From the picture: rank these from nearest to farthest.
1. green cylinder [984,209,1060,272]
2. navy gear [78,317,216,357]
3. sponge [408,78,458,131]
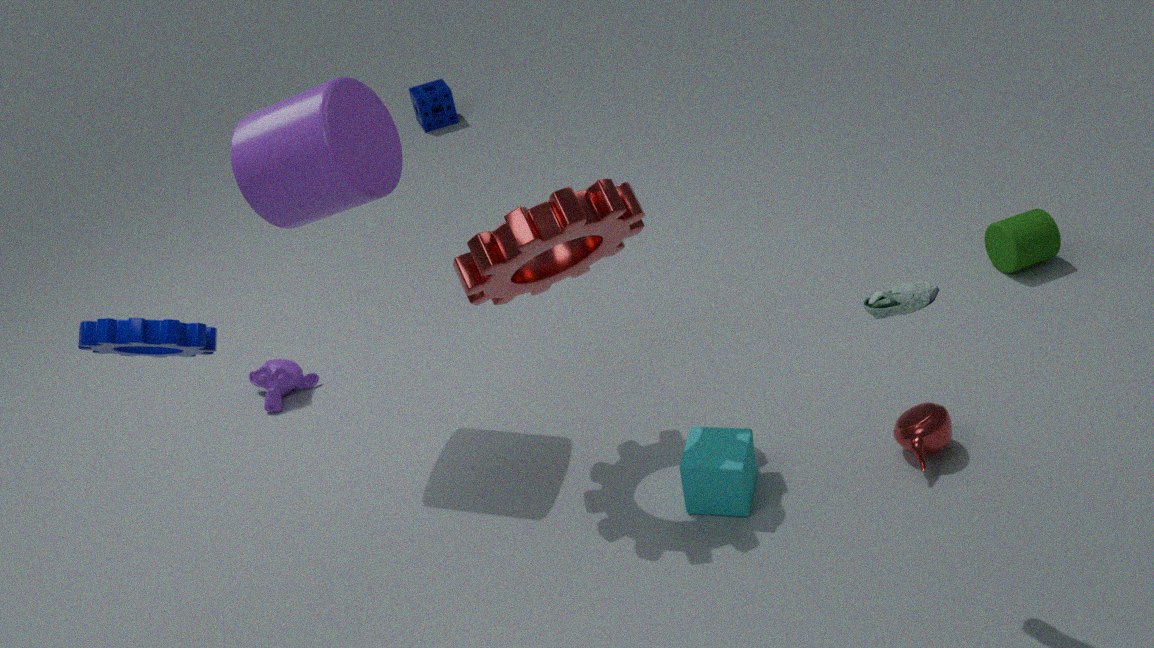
navy gear [78,317,216,357]
green cylinder [984,209,1060,272]
sponge [408,78,458,131]
